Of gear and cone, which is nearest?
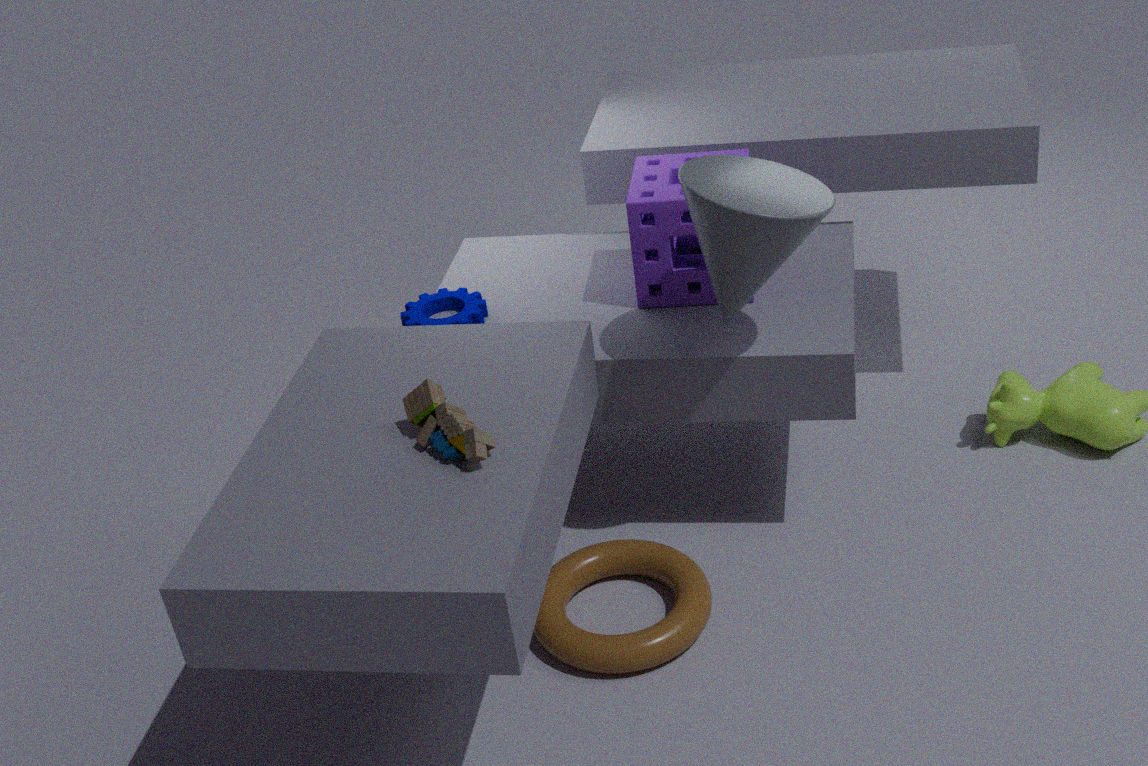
cone
